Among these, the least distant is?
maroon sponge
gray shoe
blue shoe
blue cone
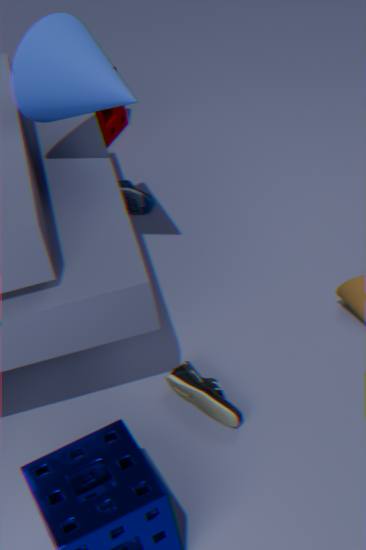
gray shoe
